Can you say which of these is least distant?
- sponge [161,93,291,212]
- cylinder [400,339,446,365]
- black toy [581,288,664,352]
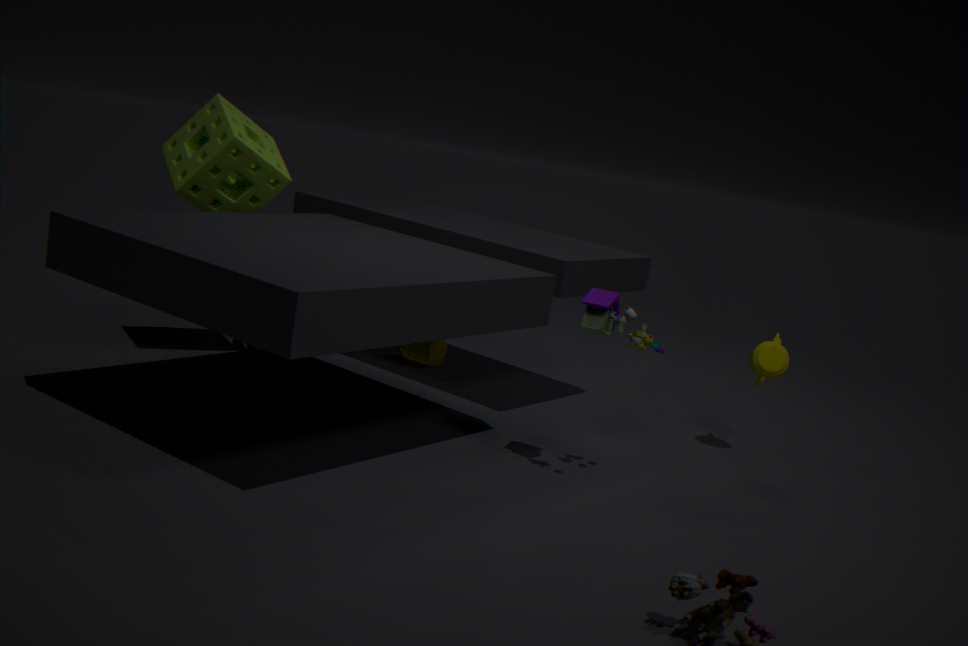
black toy [581,288,664,352]
